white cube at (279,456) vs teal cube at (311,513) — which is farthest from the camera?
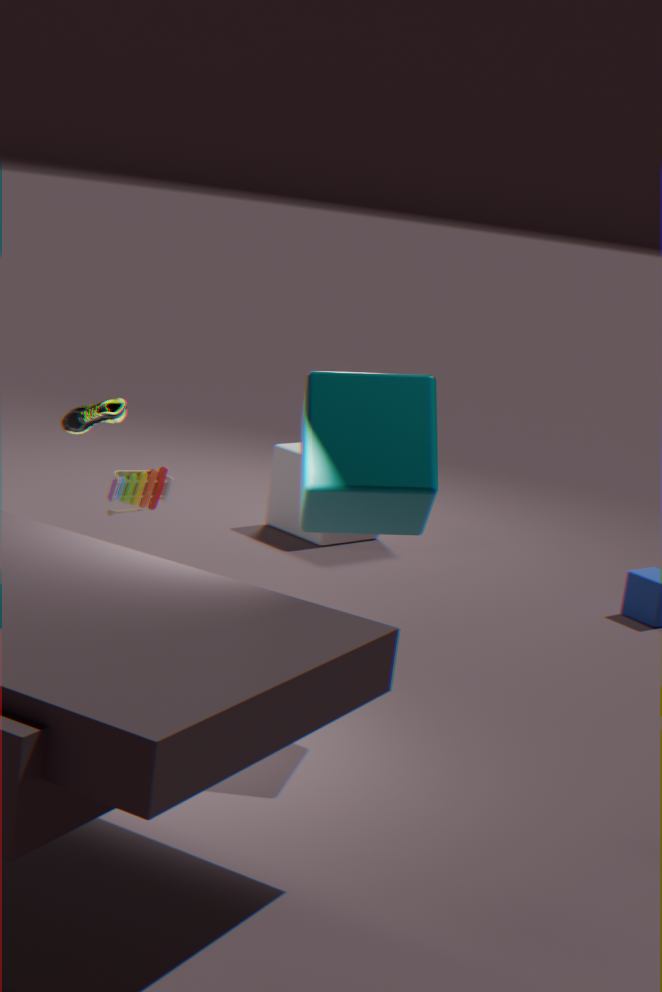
A: white cube at (279,456)
